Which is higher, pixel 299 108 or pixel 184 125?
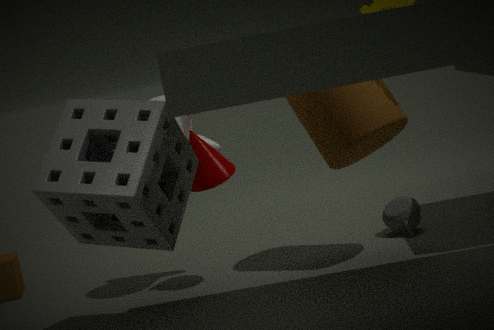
pixel 184 125
